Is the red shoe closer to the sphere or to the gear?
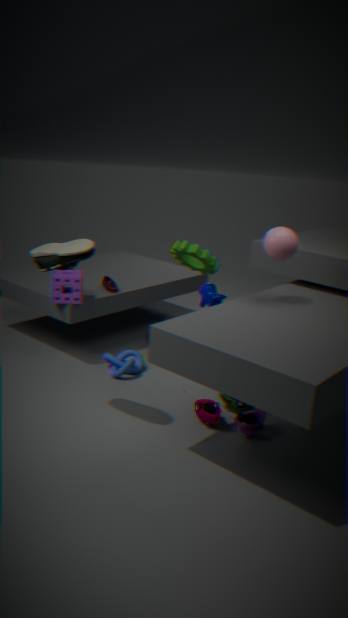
the gear
